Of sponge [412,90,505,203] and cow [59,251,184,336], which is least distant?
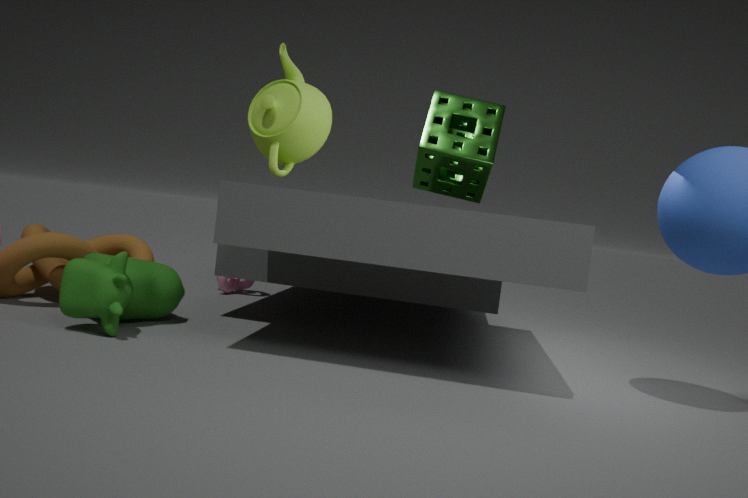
cow [59,251,184,336]
